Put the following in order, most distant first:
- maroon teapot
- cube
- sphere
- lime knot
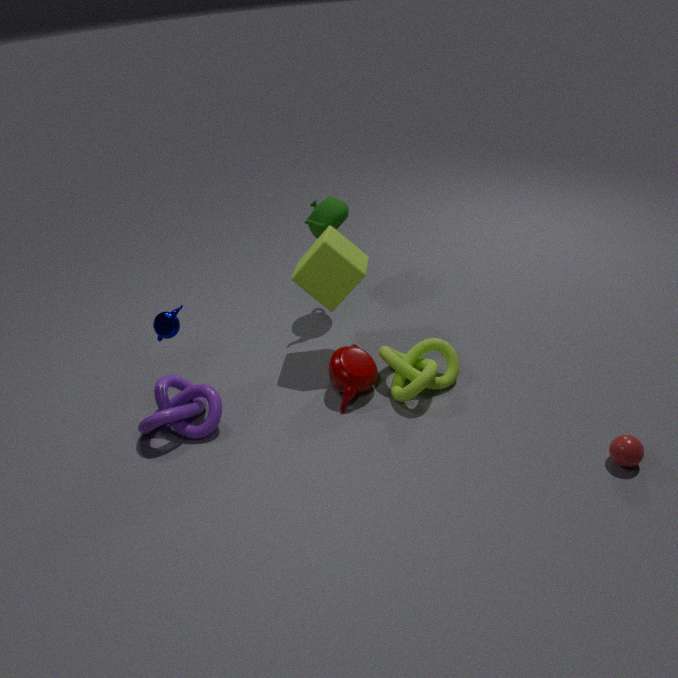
cube, maroon teapot, lime knot, sphere
